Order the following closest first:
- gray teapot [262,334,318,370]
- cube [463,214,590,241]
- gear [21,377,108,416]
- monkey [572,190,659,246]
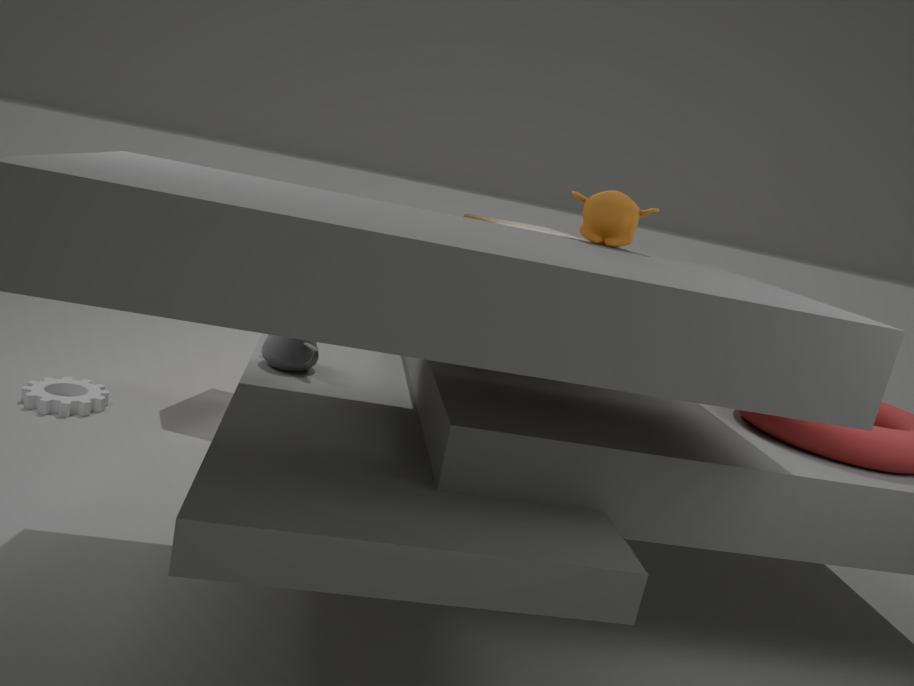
monkey [572,190,659,246] → gray teapot [262,334,318,370] → gear [21,377,108,416] → cube [463,214,590,241]
